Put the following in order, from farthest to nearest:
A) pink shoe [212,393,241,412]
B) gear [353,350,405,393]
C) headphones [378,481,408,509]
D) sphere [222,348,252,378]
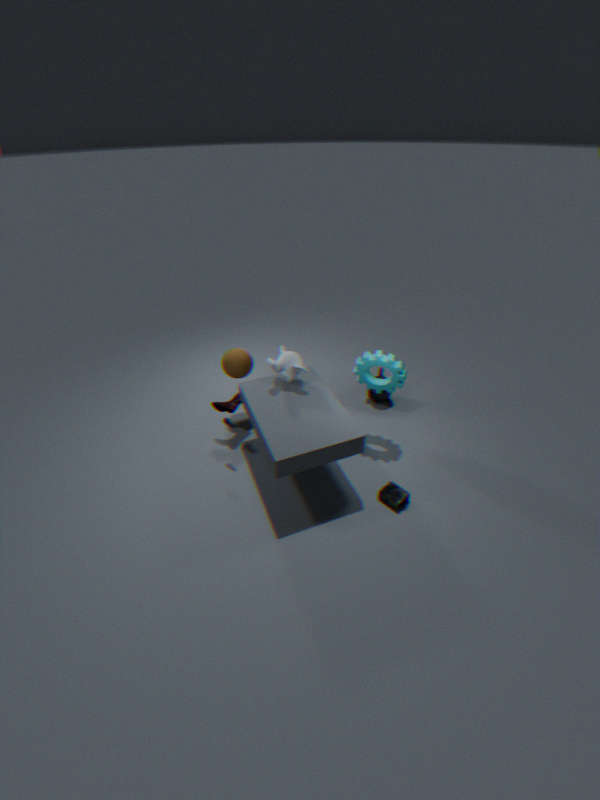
sphere [222,348,252,378]
pink shoe [212,393,241,412]
gear [353,350,405,393]
headphones [378,481,408,509]
